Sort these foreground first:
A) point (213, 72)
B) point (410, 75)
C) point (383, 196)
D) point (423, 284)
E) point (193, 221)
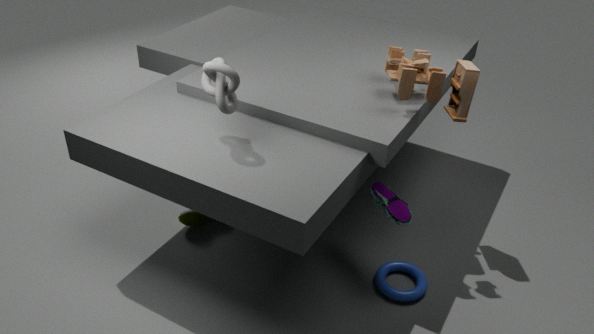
point (213, 72) < point (410, 75) < point (423, 284) < point (383, 196) < point (193, 221)
